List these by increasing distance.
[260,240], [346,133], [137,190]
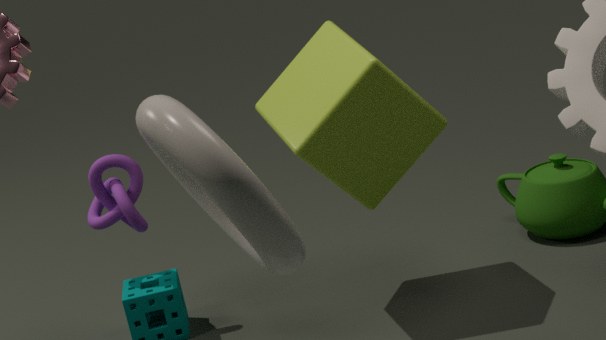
[260,240] → [346,133] → [137,190]
